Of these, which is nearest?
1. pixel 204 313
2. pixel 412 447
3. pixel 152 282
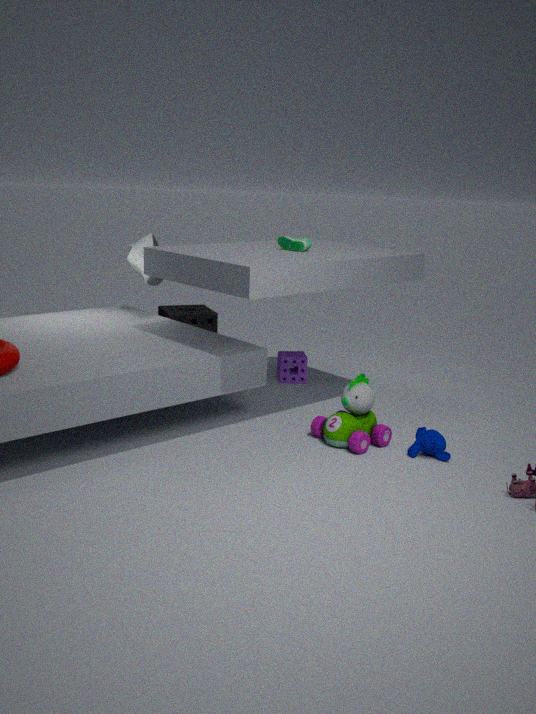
pixel 412 447
